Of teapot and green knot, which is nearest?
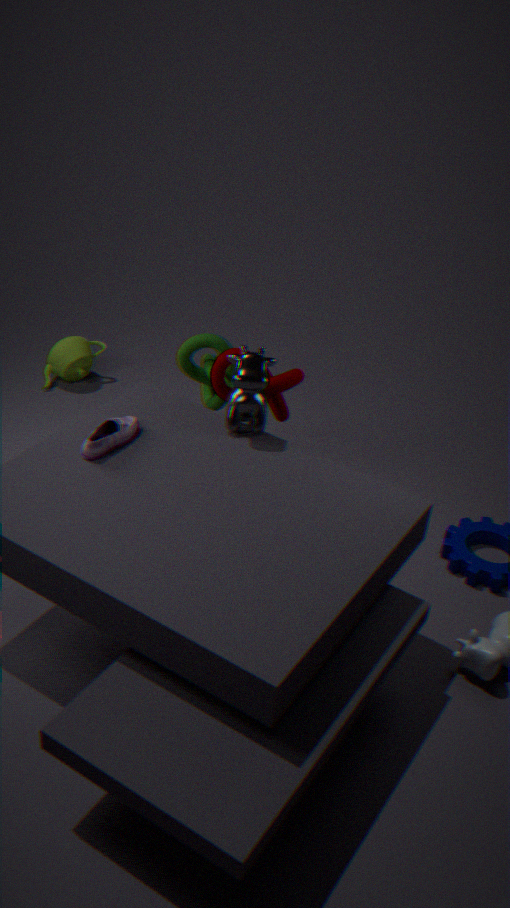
green knot
